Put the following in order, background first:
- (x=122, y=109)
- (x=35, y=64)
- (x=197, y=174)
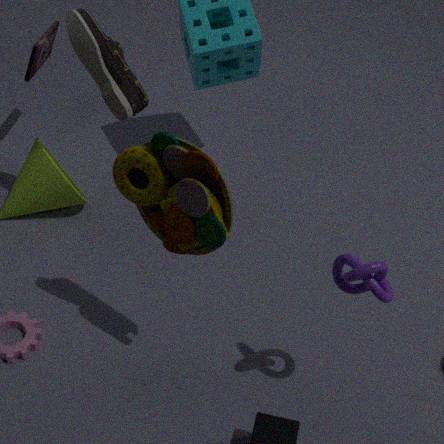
(x=35, y=64) < (x=122, y=109) < (x=197, y=174)
